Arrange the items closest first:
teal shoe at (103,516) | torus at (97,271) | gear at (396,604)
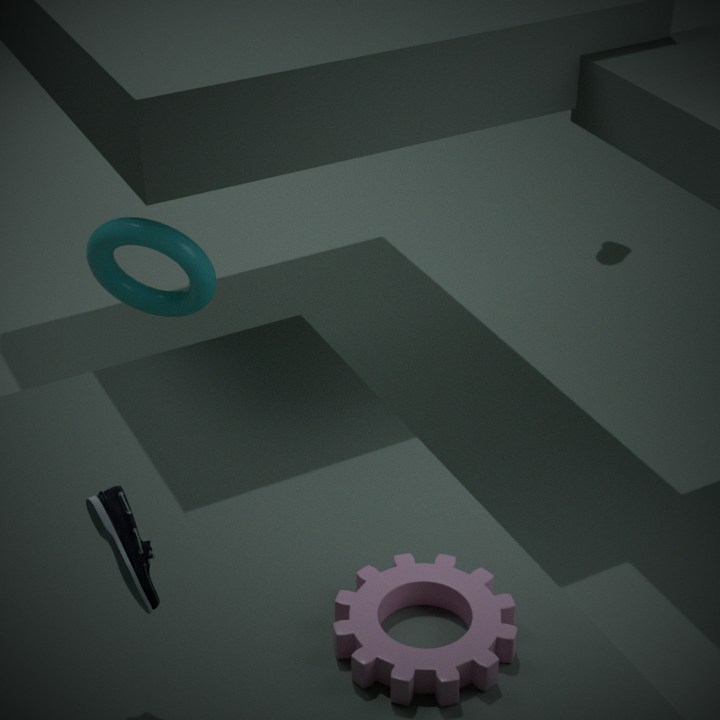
1. teal shoe at (103,516)
2. gear at (396,604)
3. torus at (97,271)
